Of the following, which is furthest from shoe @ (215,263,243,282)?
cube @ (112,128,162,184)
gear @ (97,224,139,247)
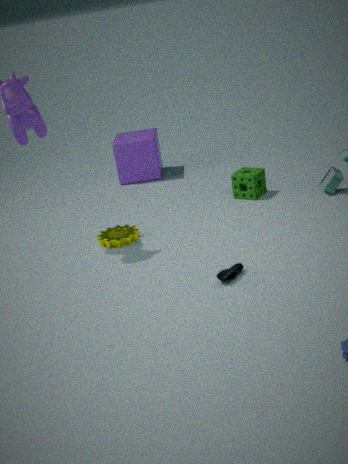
cube @ (112,128,162,184)
